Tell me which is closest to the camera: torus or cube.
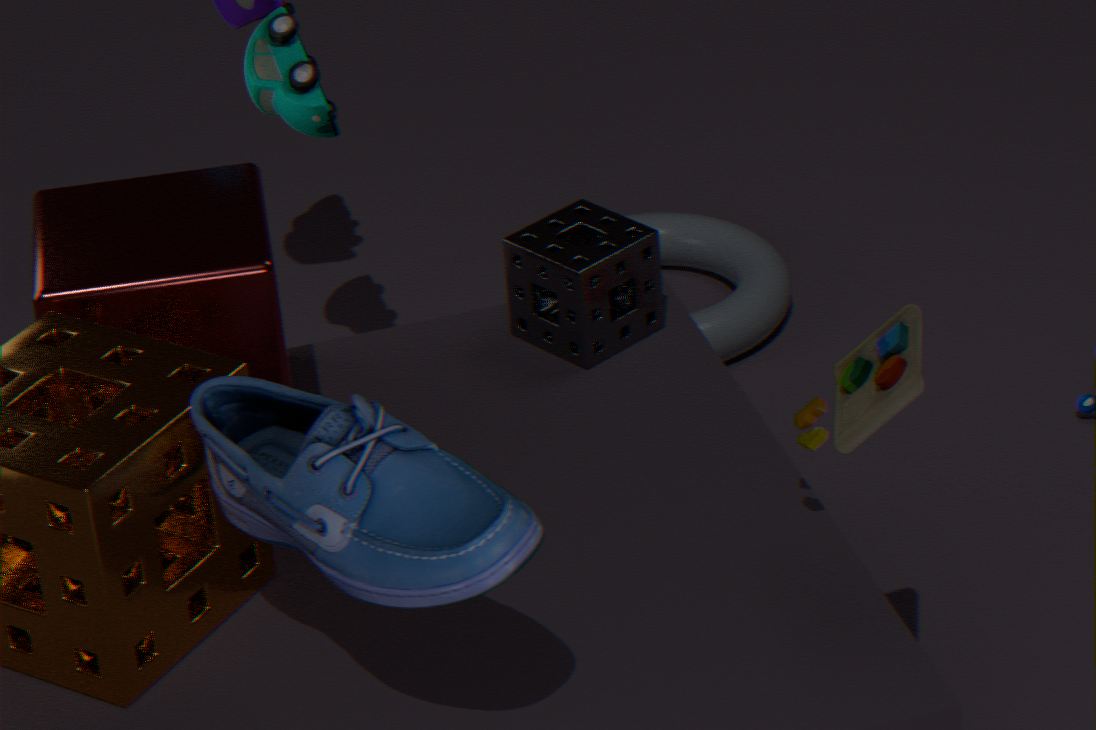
cube
